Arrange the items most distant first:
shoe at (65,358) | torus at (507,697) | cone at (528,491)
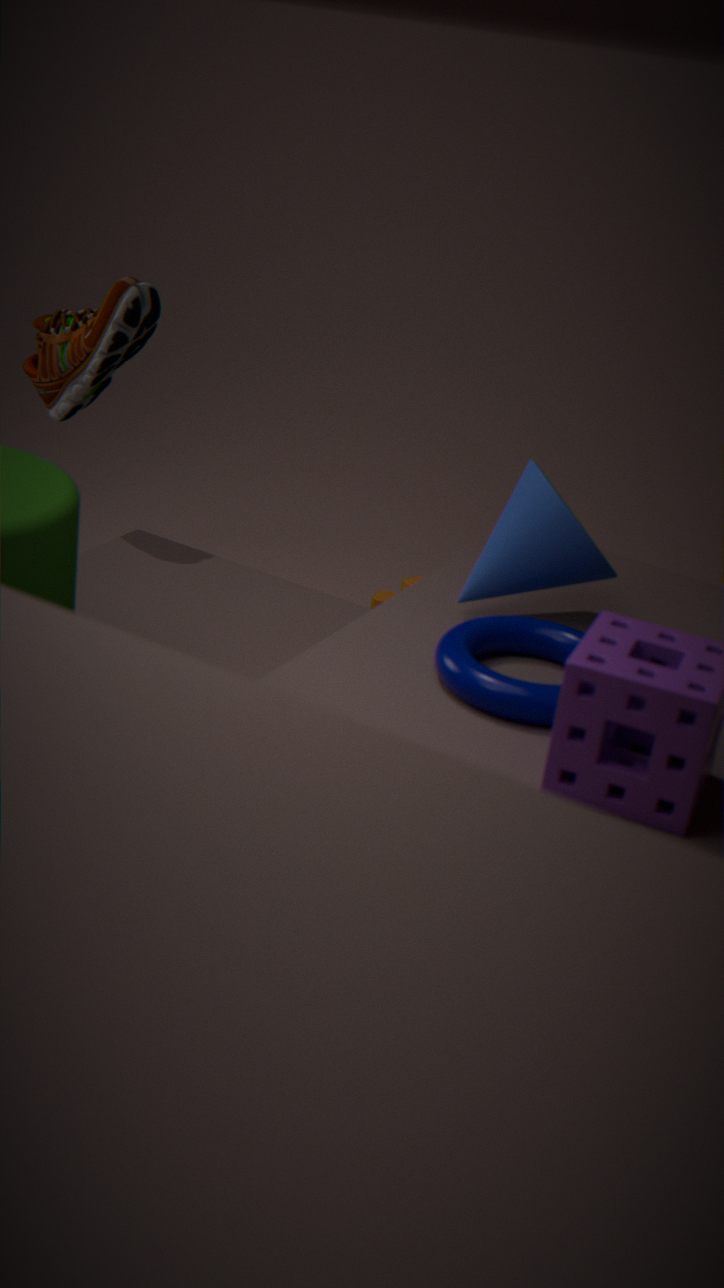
shoe at (65,358) < cone at (528,491) < torus at (507,697)
